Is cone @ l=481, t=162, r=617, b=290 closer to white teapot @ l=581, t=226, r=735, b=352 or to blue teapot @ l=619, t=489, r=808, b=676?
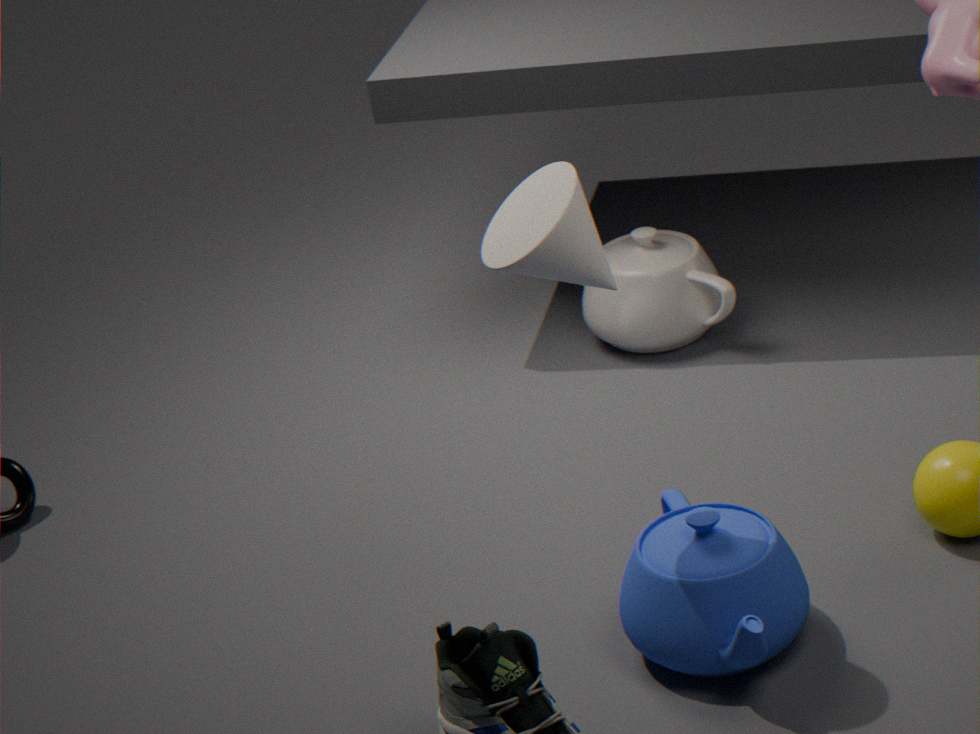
blue teapot @ l=619, t=489, r=808, b=676
